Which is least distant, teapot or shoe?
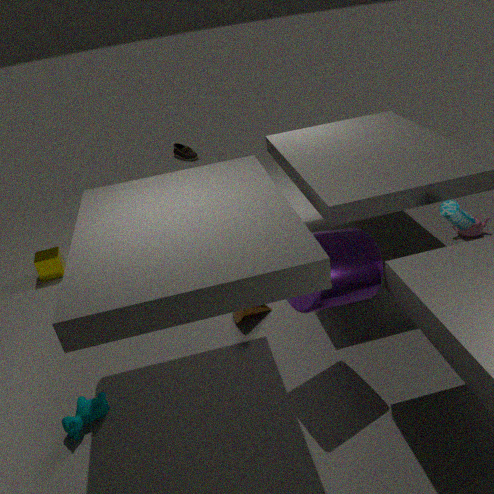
teapot
